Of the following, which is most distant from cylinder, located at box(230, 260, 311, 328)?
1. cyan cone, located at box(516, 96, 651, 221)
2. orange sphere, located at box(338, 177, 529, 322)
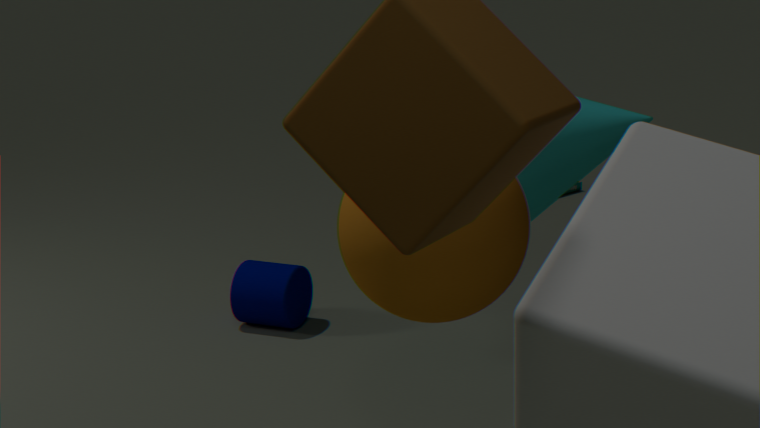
orange sphere, located at box(338, 177, 529, 322)
